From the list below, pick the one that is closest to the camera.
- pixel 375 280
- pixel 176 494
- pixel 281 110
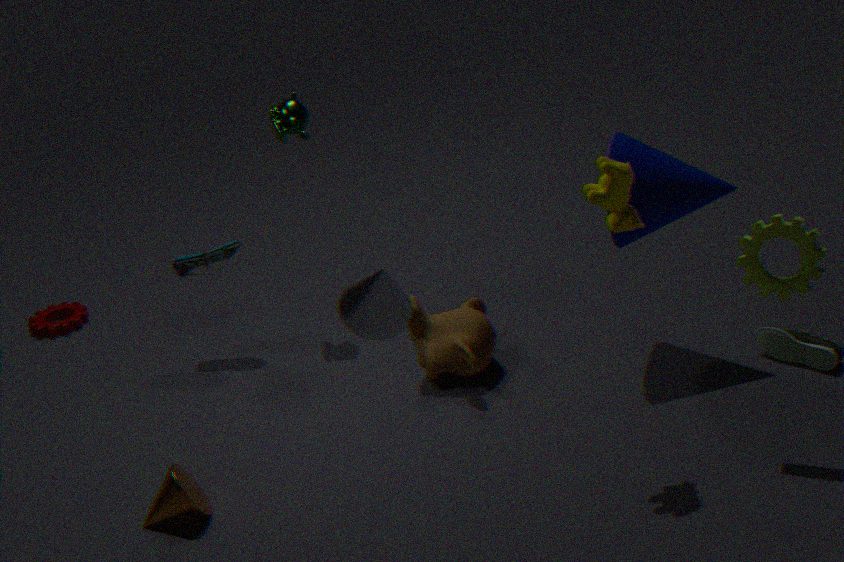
pixel 375 280
